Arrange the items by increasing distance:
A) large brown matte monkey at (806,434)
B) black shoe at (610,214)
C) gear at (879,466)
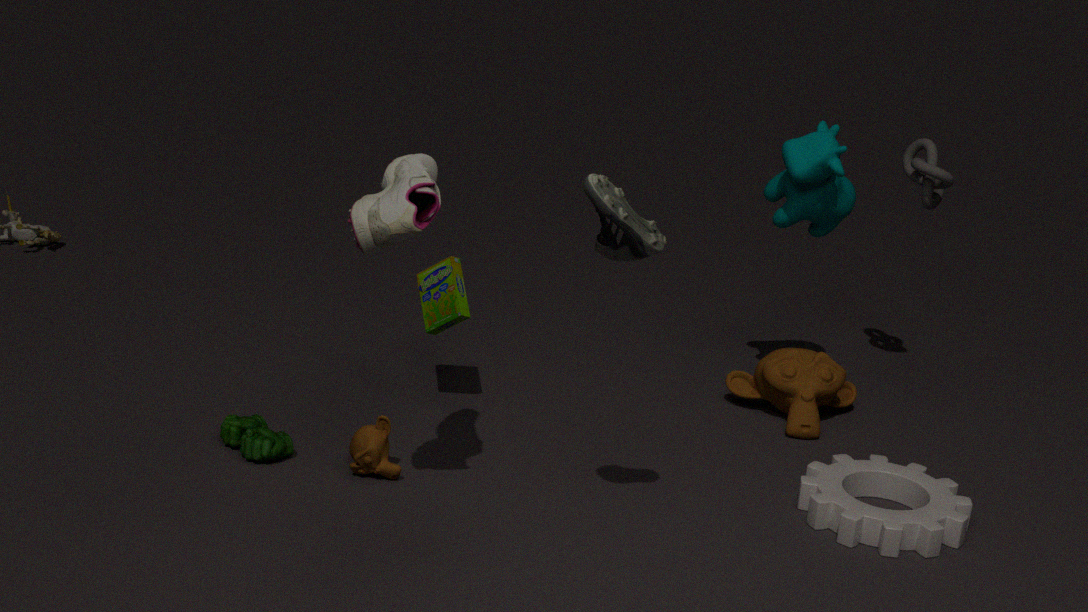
black shoe at (610,214) → gear at (879,466) → large brown matte monkey at (806,434)
